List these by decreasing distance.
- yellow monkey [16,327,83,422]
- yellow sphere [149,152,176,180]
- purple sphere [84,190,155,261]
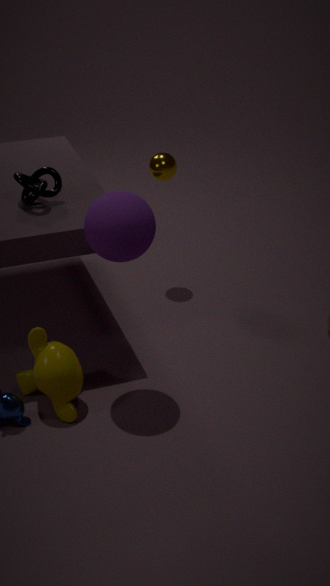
yellow sphere [149,152,176,180] < yellow monkey [16,327,83,422] < purple sphere [84,190,155,261]
